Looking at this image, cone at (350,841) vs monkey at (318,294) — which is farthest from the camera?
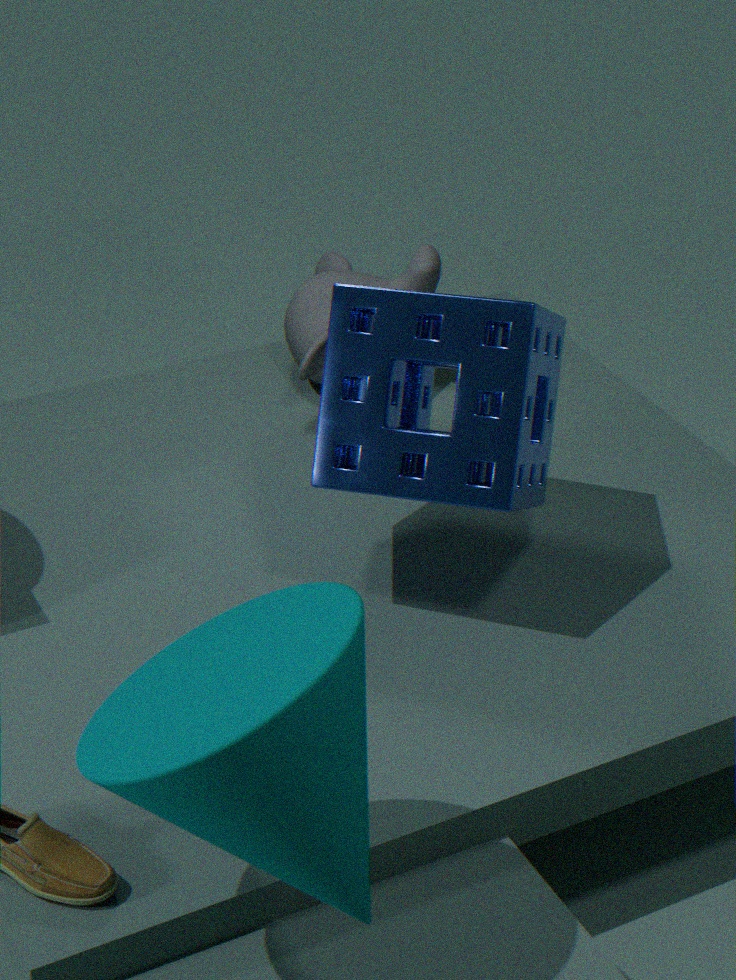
monkey at (318,294)
